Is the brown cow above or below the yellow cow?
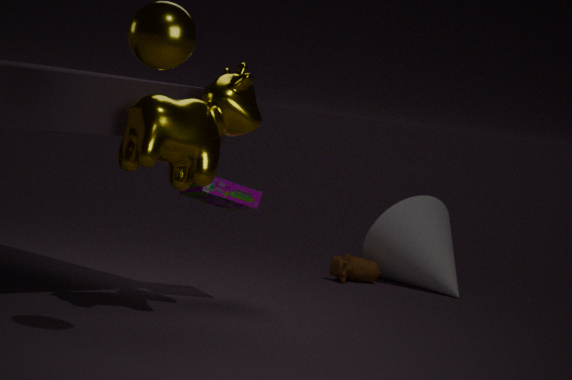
below
